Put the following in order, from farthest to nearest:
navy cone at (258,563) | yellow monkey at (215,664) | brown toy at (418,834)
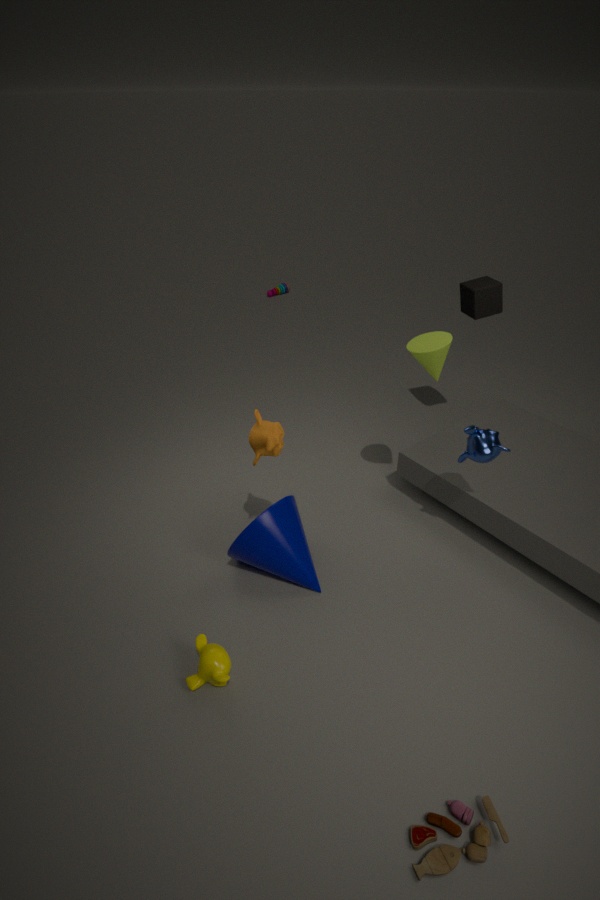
navy cone at (258,563) < yellow monkey at (215,664) < brown toy at (418,834)
